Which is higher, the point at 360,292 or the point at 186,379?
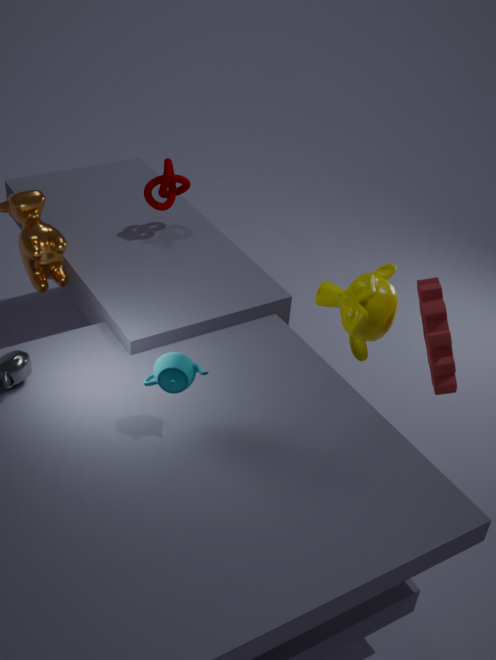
the point at 186,379
